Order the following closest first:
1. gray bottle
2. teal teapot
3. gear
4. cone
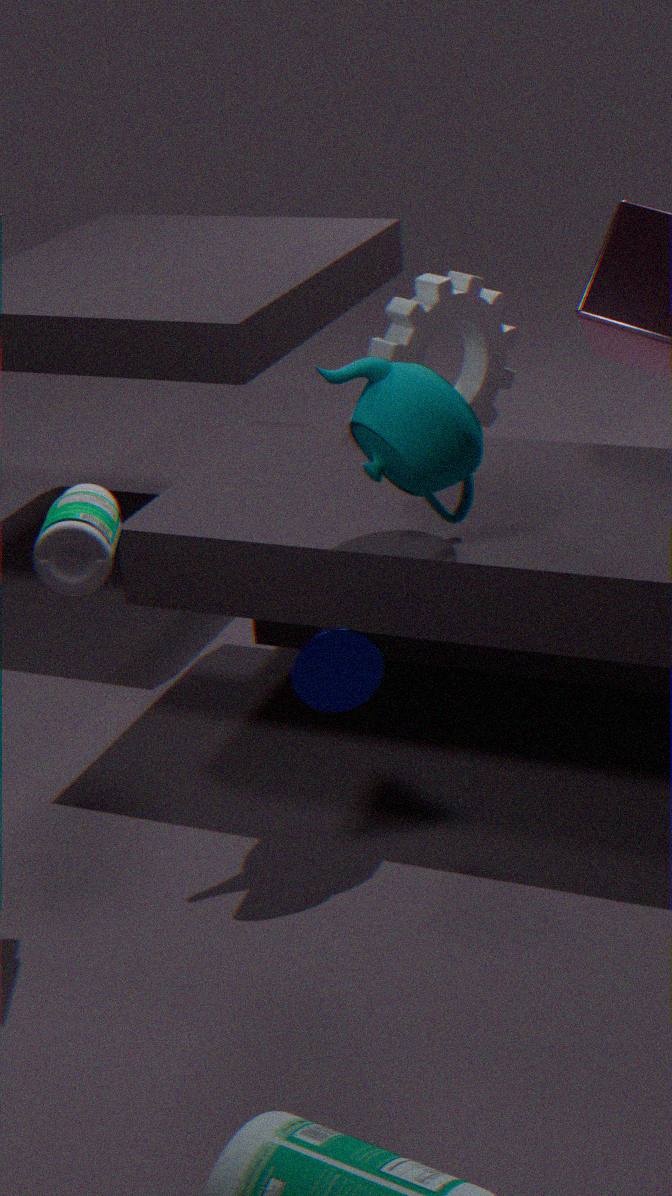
gray bottle → cone → teal teapot → gear
